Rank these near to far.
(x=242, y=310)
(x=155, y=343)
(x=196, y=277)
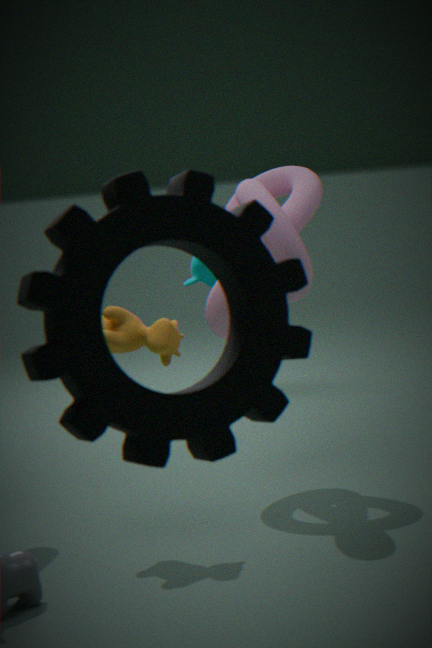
(x=242, y=310) < (x=155, y=343) < (x=196, y=277)
